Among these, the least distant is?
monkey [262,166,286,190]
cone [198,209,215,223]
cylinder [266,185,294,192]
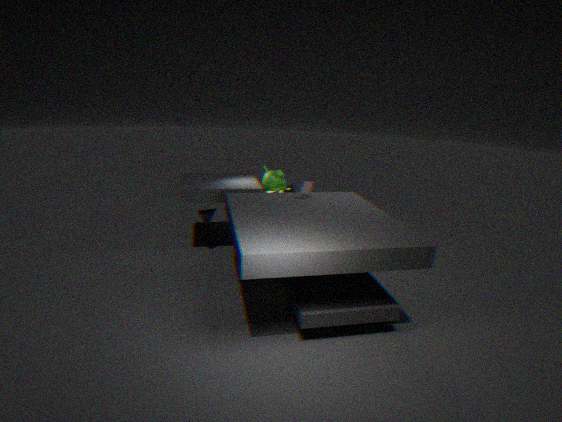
cylinder [266,185,294,192]
